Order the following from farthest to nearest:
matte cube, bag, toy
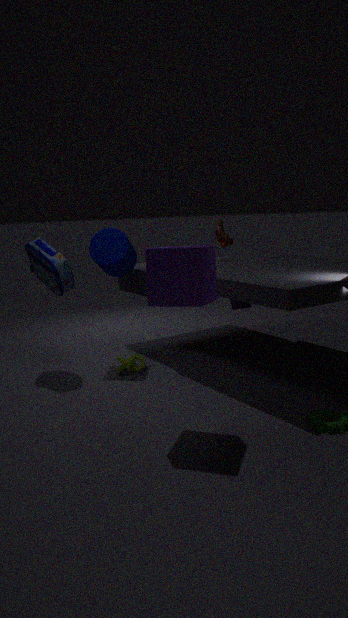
1. toy
2. bag
3. matte cube
